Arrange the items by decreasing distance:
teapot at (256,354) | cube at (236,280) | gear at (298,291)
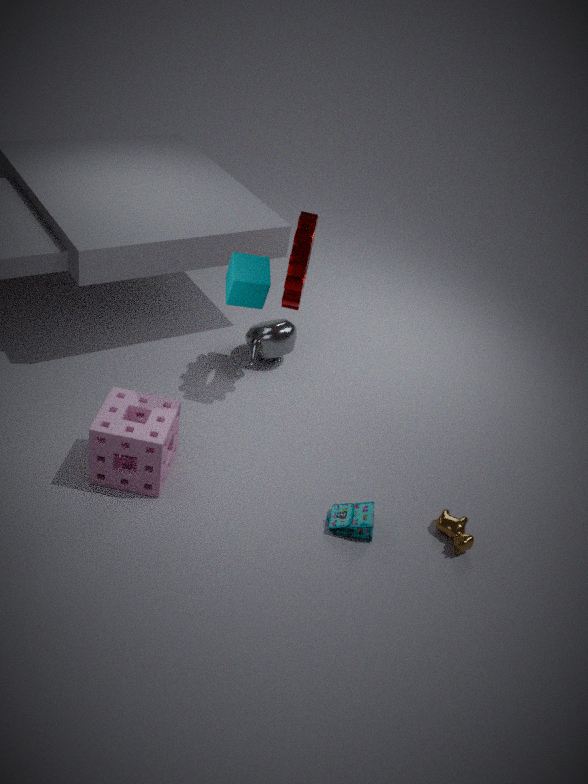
1. teapot at (256,354)
2. gear at (298,291)
3. cube at (236,280)
